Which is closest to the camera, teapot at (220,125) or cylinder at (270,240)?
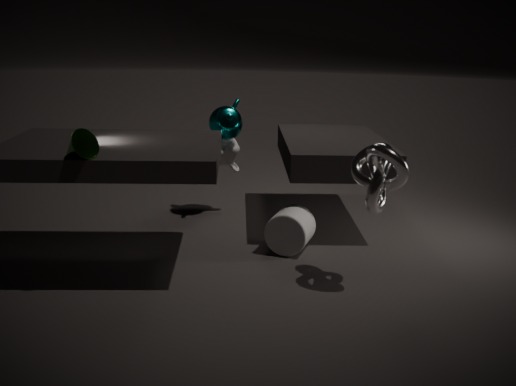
cylinder at (270,240)
